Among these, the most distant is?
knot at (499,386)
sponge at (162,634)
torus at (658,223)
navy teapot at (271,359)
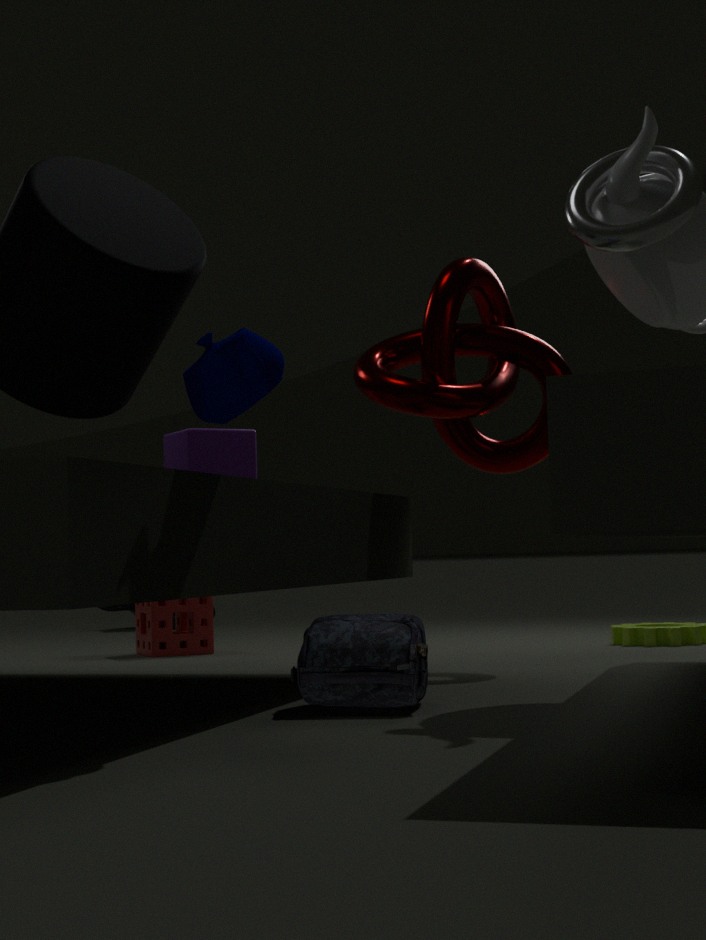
sponge at (162,634)
